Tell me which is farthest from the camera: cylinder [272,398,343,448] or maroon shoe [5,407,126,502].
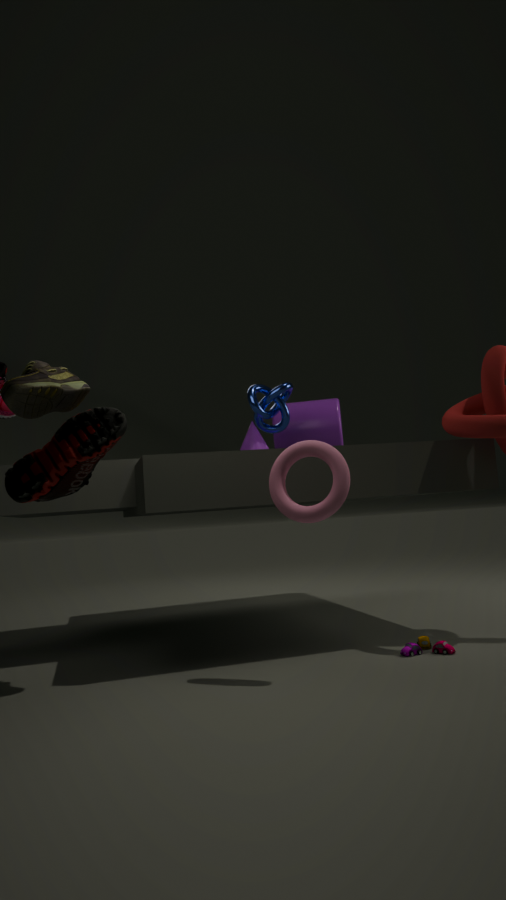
cylinder [272,398,343,448]
